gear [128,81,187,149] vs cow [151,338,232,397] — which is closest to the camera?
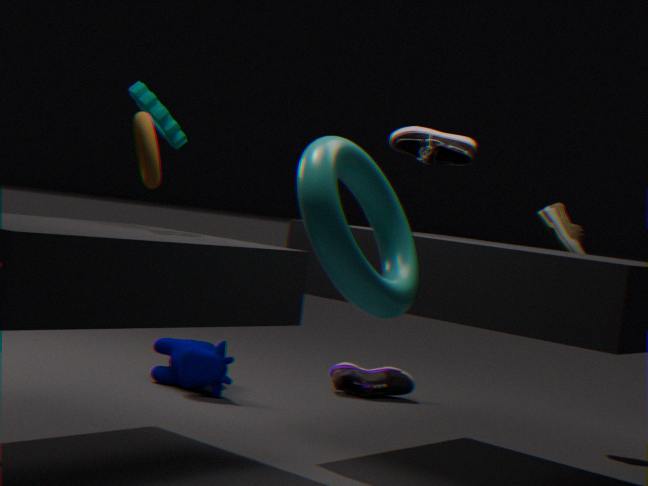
gear [128,81,187,149]
